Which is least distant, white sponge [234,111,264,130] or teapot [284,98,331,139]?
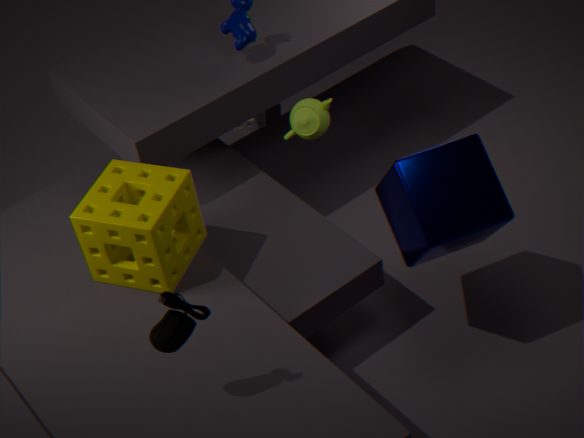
teapot [284,98,331,139]
